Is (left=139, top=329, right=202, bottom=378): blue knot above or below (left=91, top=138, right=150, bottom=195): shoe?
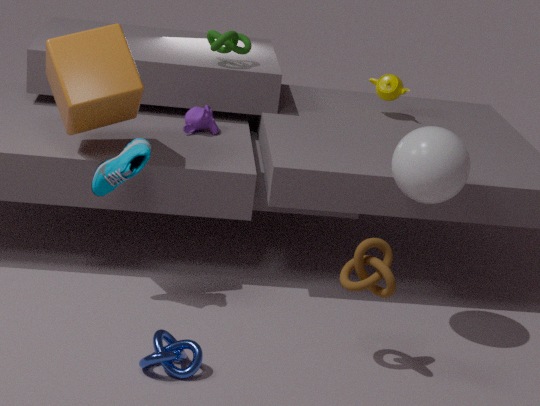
below
